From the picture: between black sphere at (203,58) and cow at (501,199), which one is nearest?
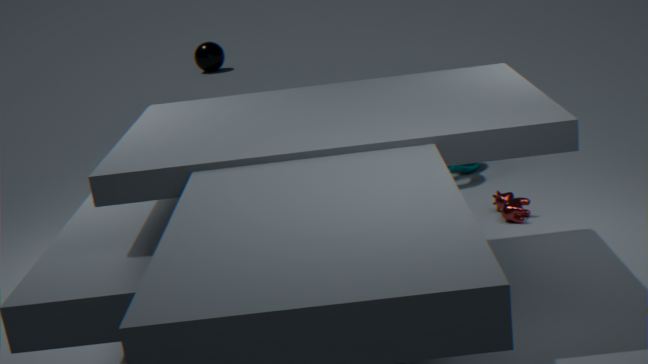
cow at (501,199)
